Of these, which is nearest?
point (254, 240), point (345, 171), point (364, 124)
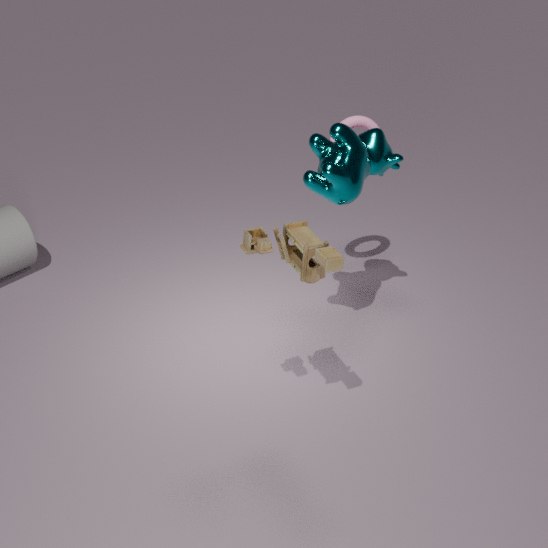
point (254, 240)
